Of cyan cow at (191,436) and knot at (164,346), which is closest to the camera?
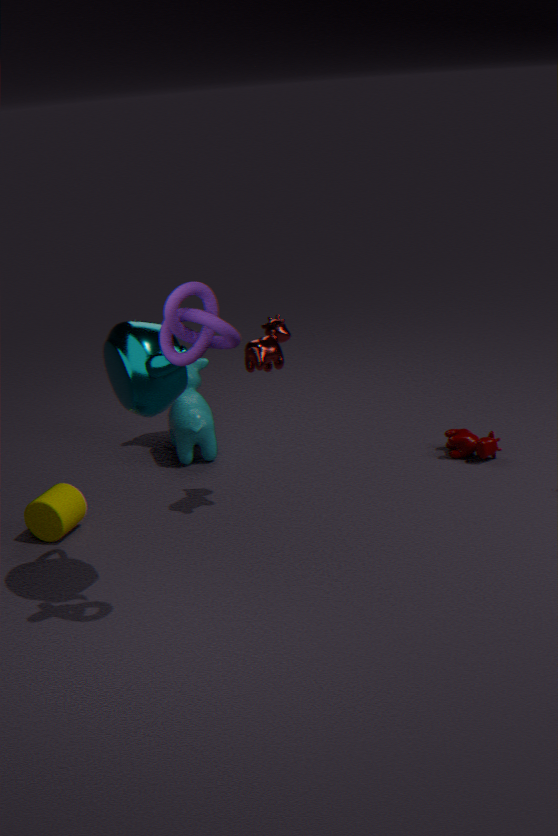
knot at (164,346)
